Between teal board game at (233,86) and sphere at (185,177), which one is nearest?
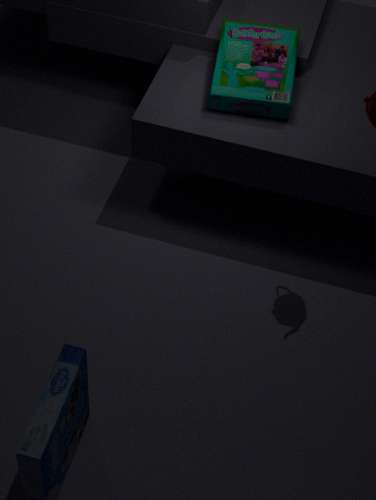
teal board game at (233,86)
